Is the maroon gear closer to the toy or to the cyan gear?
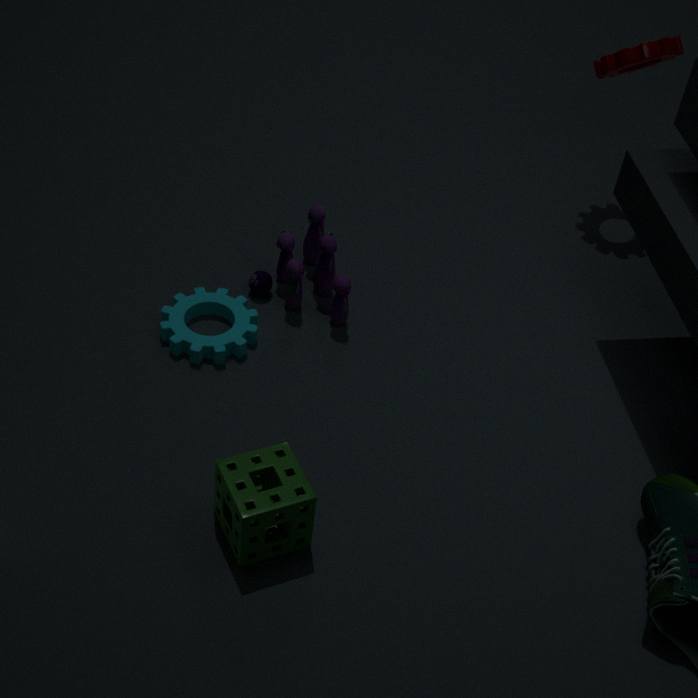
the toy
